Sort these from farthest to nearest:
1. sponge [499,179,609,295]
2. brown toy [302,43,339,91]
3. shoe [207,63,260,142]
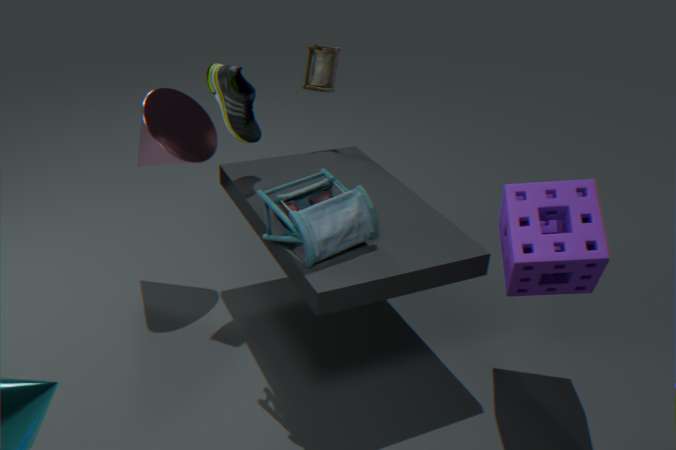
brown toy [302,43,339,91], shoe [207,63,260,142], sponge [499,179,609,295]
